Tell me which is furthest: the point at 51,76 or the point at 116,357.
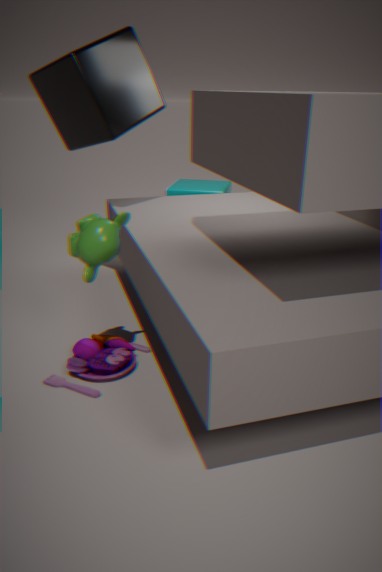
the point at 51,76
